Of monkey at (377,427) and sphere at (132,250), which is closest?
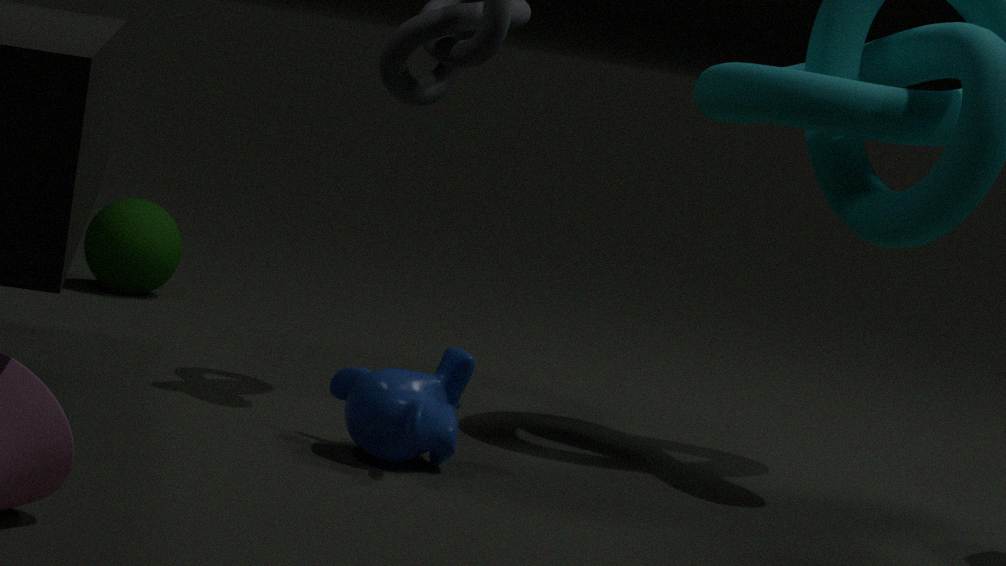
monkey at (377,427)
